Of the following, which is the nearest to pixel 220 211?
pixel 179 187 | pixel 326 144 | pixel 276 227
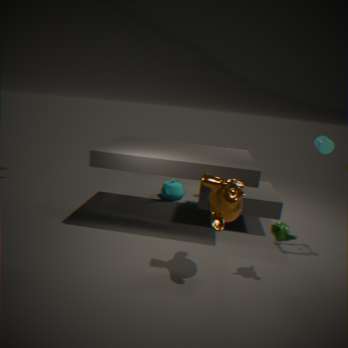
pixel 276 227
